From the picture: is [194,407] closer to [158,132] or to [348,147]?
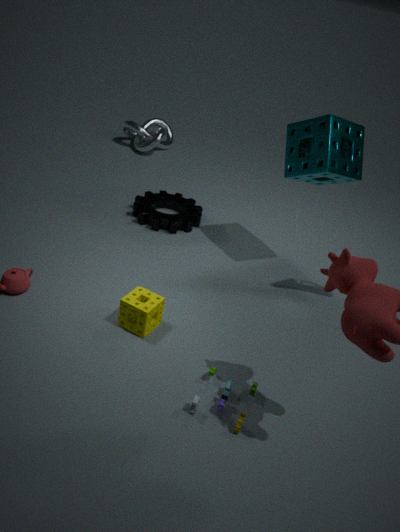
[348,147]
